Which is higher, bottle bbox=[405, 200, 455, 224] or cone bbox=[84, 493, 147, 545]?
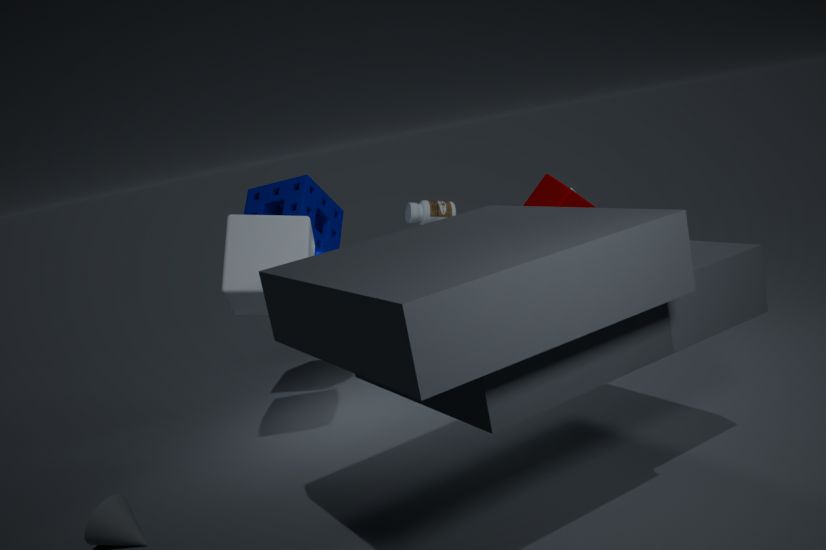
bottle bbox=[405, 200, 455, 224]
